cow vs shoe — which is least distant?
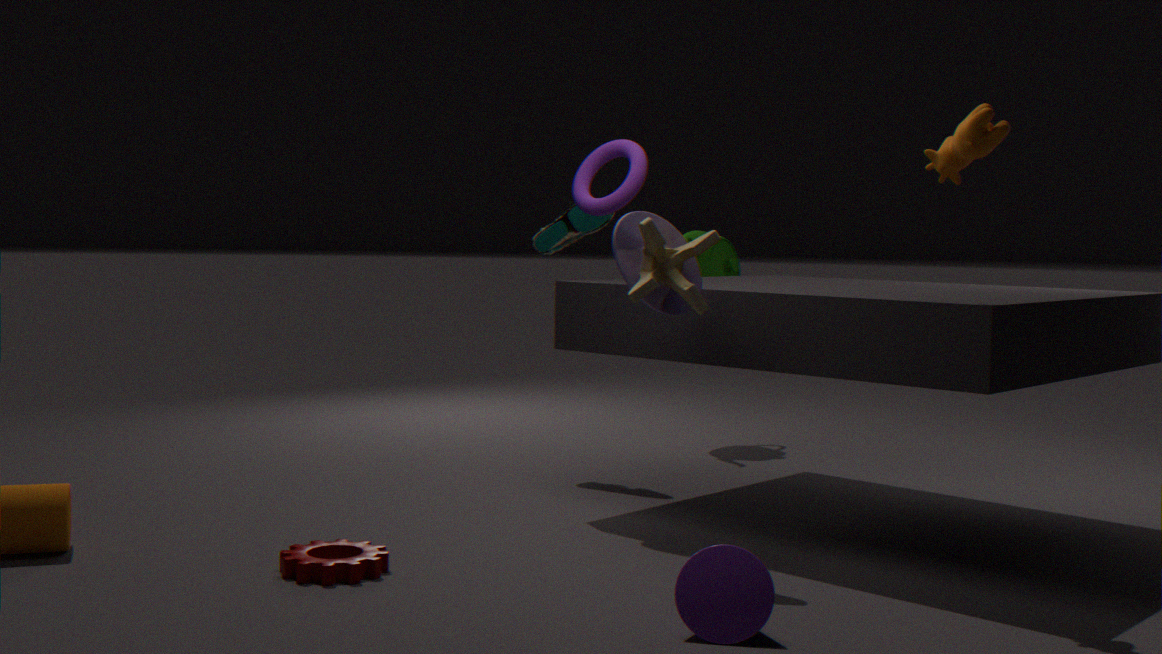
cow
